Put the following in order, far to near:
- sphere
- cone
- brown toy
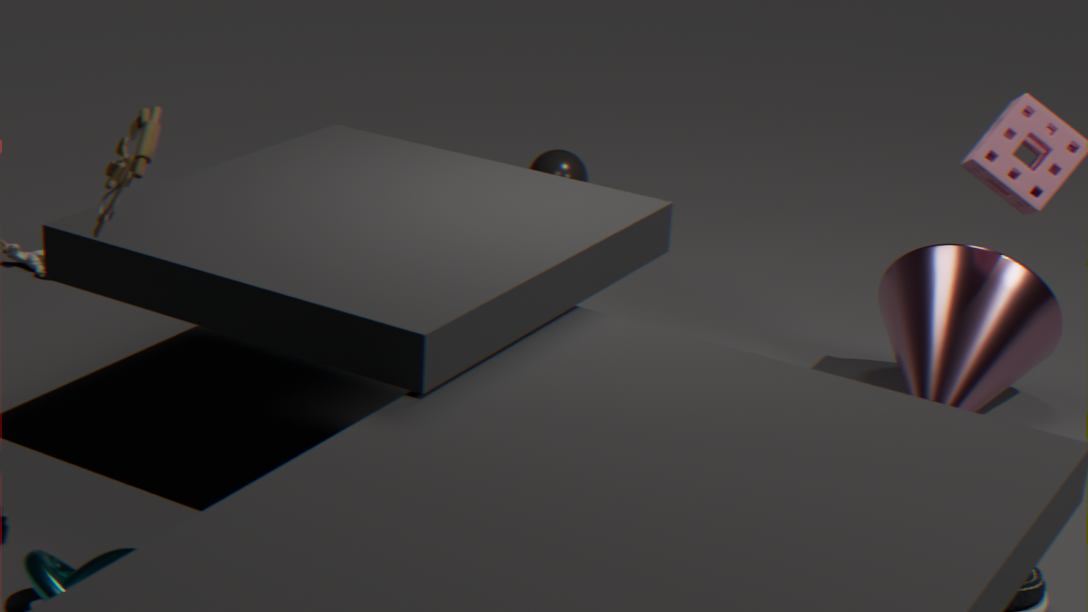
sphere, cone, brown toy
